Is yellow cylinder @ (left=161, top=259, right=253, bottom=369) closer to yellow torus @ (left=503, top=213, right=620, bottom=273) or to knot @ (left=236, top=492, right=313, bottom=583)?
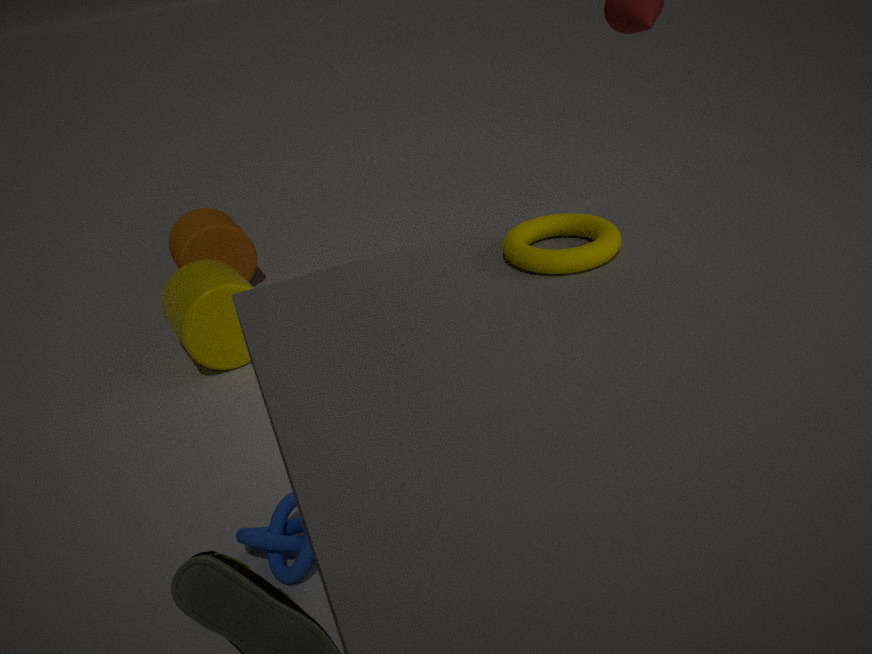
knot @ (left=236, top=492, right=313, bottom=583)
